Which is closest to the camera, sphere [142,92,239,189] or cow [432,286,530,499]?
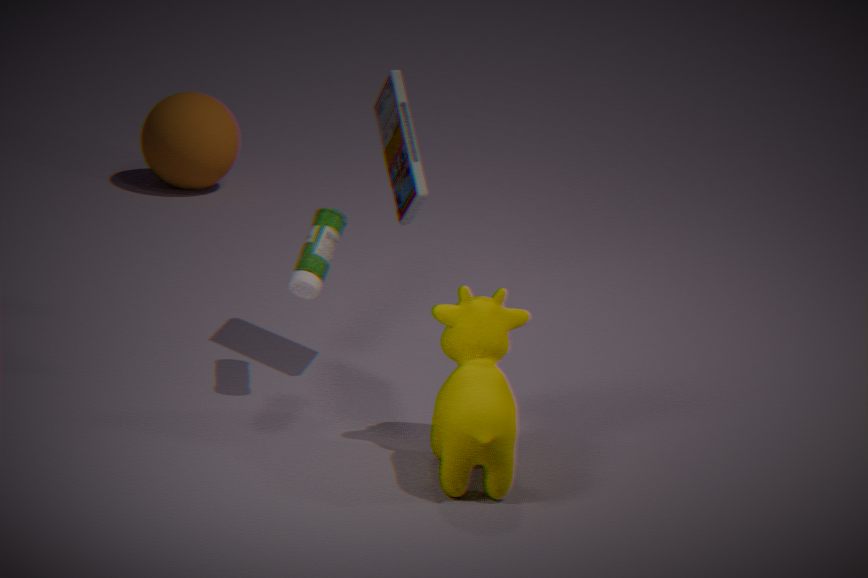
cow [432,286,530,499]
